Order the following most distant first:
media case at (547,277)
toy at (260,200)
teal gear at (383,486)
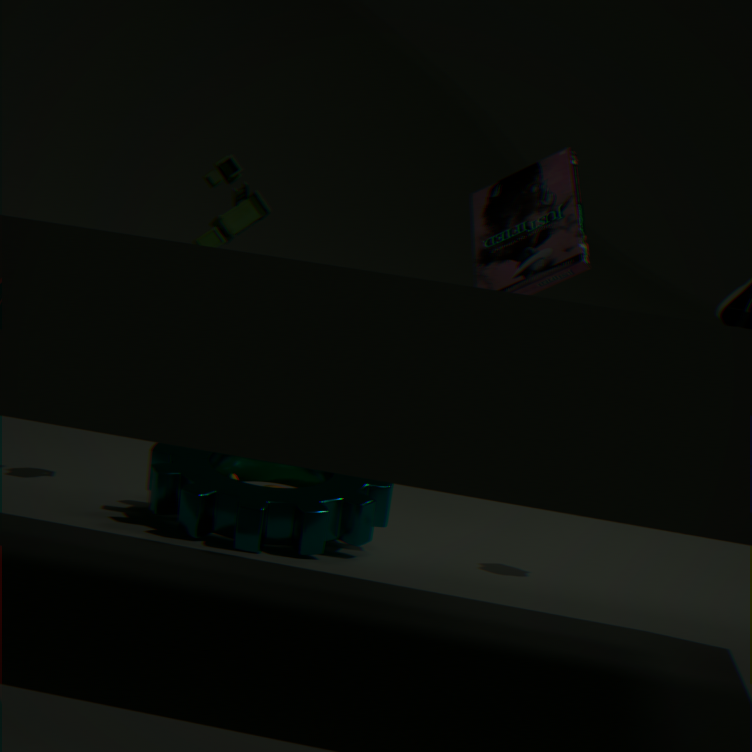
1. toy at (260,200)
2. media case at (547,277)
3. teal gear at (383,486)
